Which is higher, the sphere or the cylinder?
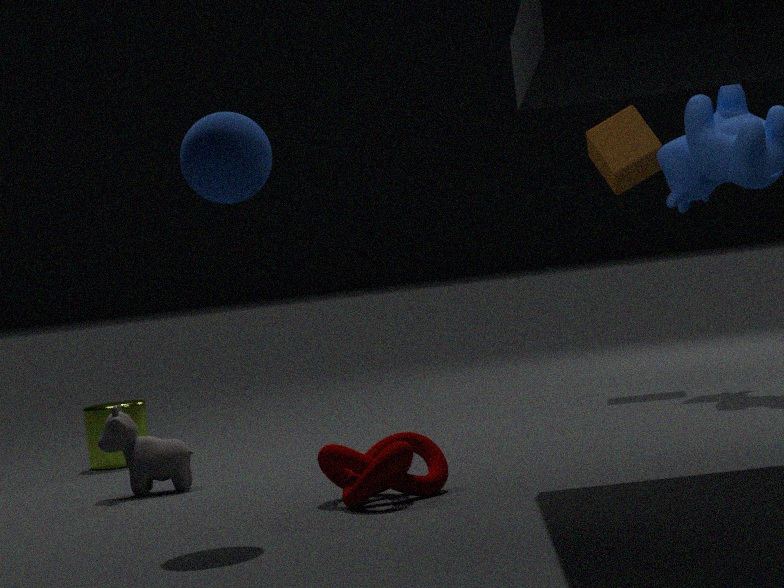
the sphere
